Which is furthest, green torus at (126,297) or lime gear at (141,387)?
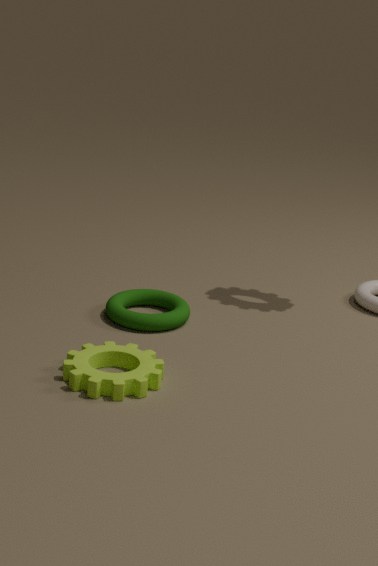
green torus at (126,297)
